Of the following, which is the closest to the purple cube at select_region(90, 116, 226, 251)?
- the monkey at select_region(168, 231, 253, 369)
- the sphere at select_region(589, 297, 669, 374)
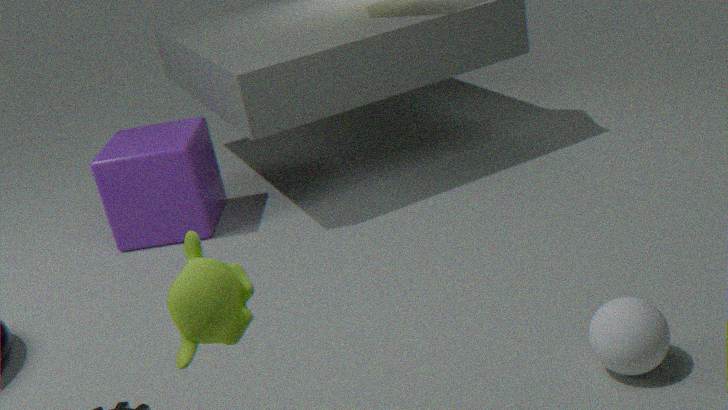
the monkey at select_region(168, 231, 253, 369)
